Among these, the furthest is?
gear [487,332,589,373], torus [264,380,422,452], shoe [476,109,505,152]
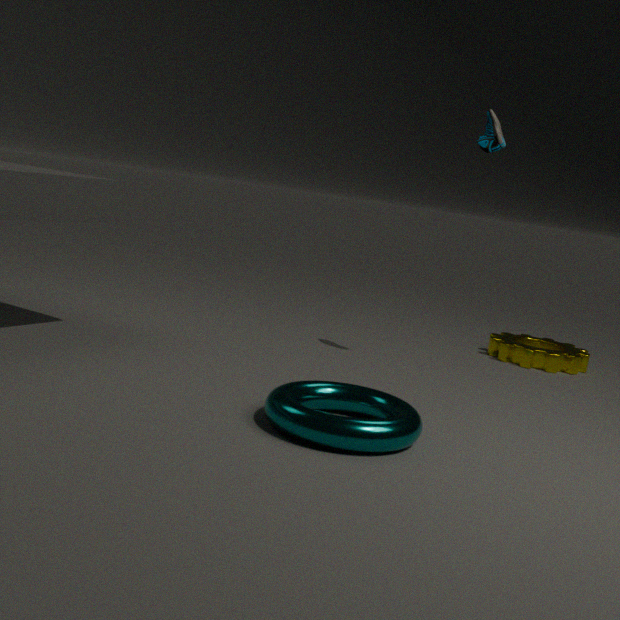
gear [487,332,589,373]
